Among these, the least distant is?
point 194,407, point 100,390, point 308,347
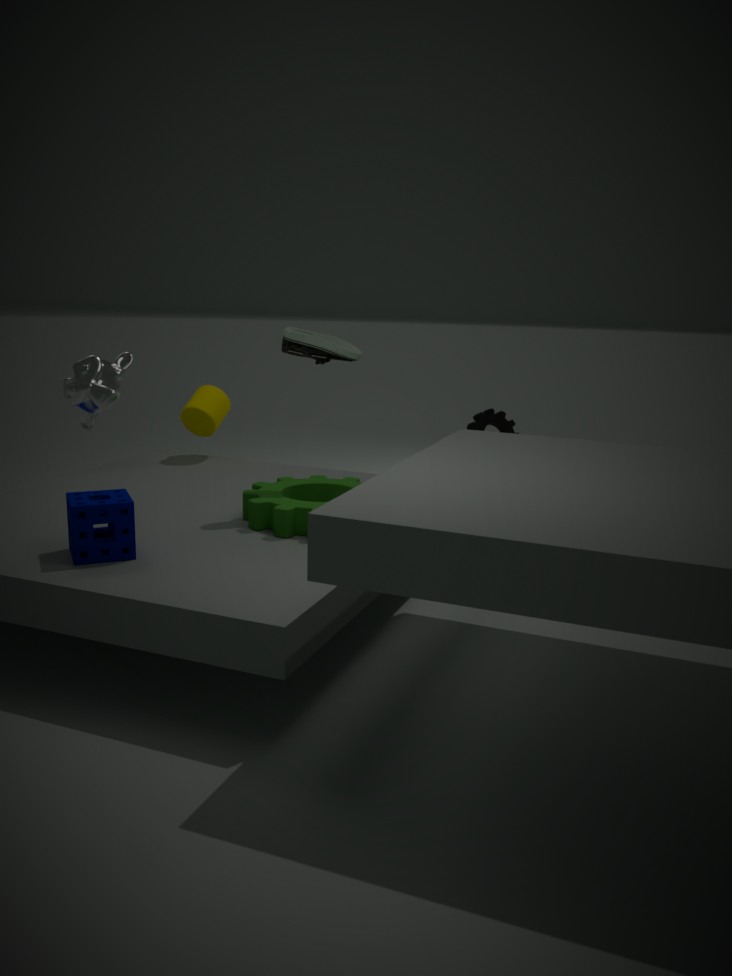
point 100,390
